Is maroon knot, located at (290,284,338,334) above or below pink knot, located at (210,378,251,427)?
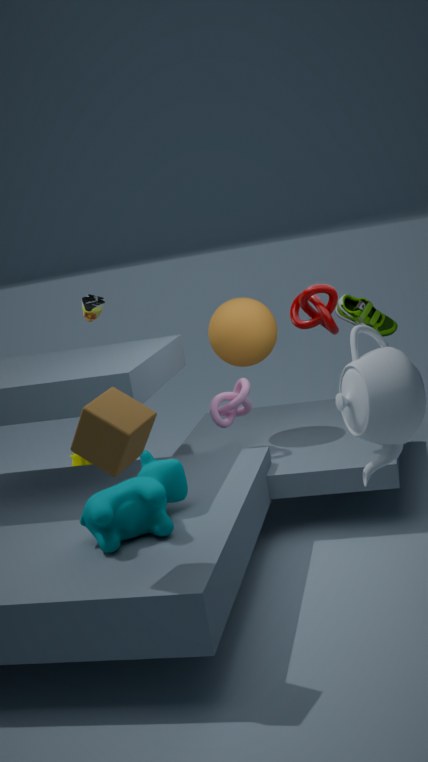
above
